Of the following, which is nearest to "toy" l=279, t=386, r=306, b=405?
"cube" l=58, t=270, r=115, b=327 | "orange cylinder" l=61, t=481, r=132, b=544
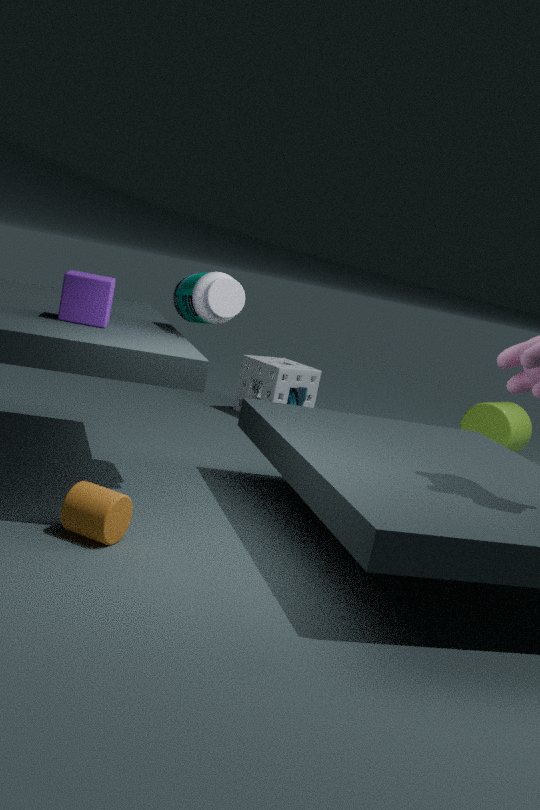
"cube" l=58, t=270, r=115, b=327
